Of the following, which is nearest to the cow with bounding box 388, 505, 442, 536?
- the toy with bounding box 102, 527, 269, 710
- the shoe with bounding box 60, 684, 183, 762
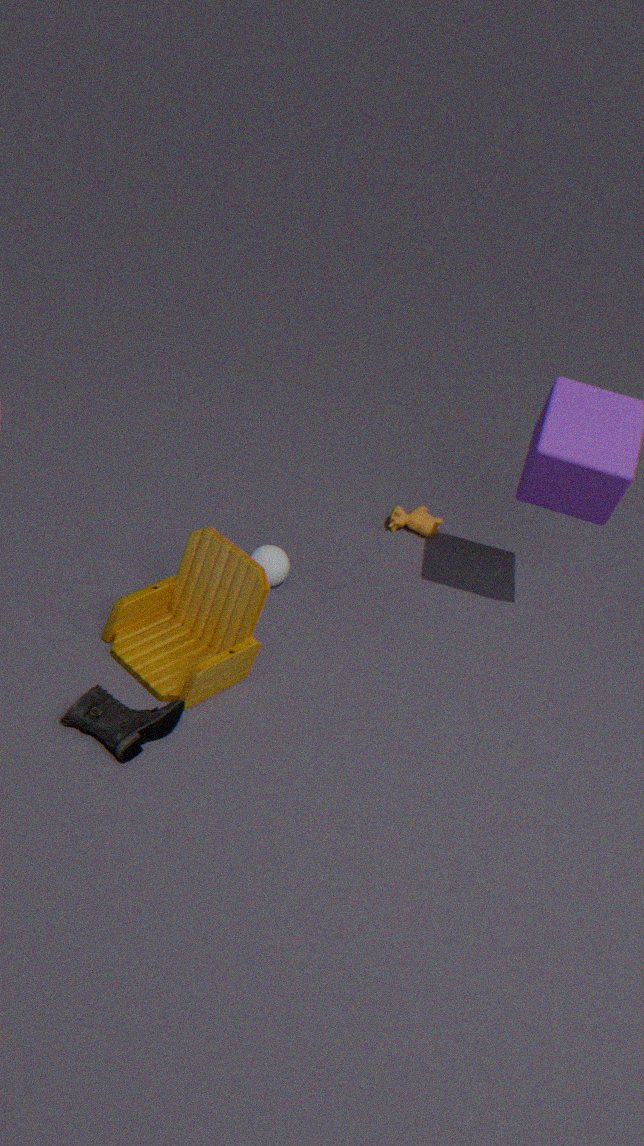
the toy with bounding box 102, 527, 269, 710
